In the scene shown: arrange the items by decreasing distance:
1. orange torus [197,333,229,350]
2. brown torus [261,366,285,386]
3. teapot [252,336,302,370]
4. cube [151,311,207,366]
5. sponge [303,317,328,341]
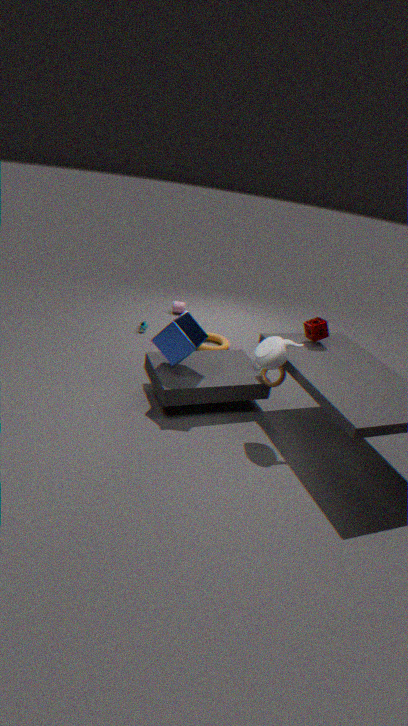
orange torus [197,333,229,350] → sponge [303,317,328,341] → brown torus [261,366,285,386] → cube [151,311,207,366] → teapot [252,336,302,370]
